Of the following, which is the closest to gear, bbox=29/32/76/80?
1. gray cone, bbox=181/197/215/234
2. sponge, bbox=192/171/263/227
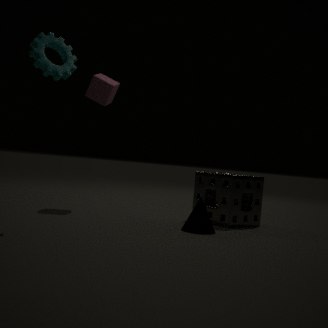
gray cone, bbox=181/197/215/234
